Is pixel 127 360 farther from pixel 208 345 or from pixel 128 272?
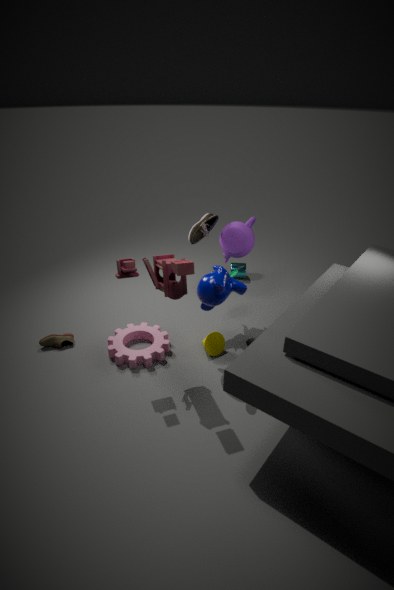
pixel 128 272
